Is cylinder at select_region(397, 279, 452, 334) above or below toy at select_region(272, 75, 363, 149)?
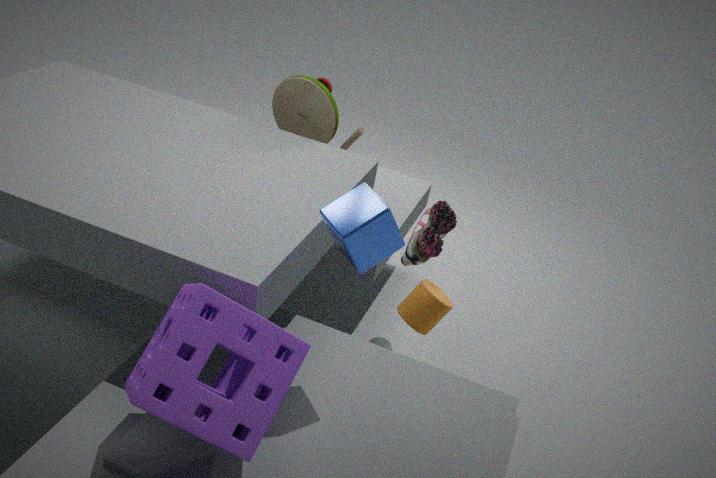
below
